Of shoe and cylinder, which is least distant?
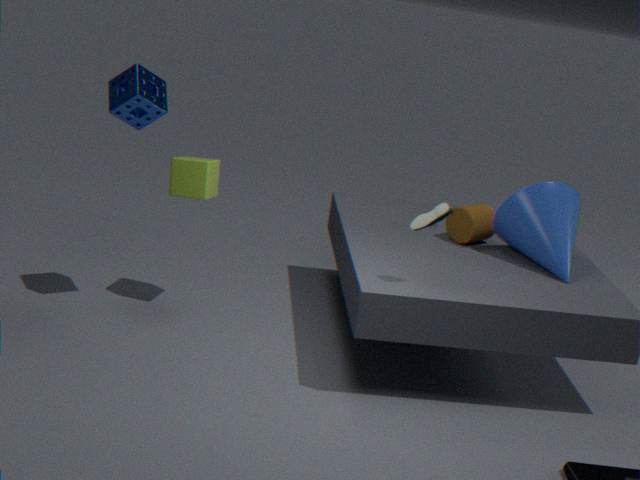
shoe
